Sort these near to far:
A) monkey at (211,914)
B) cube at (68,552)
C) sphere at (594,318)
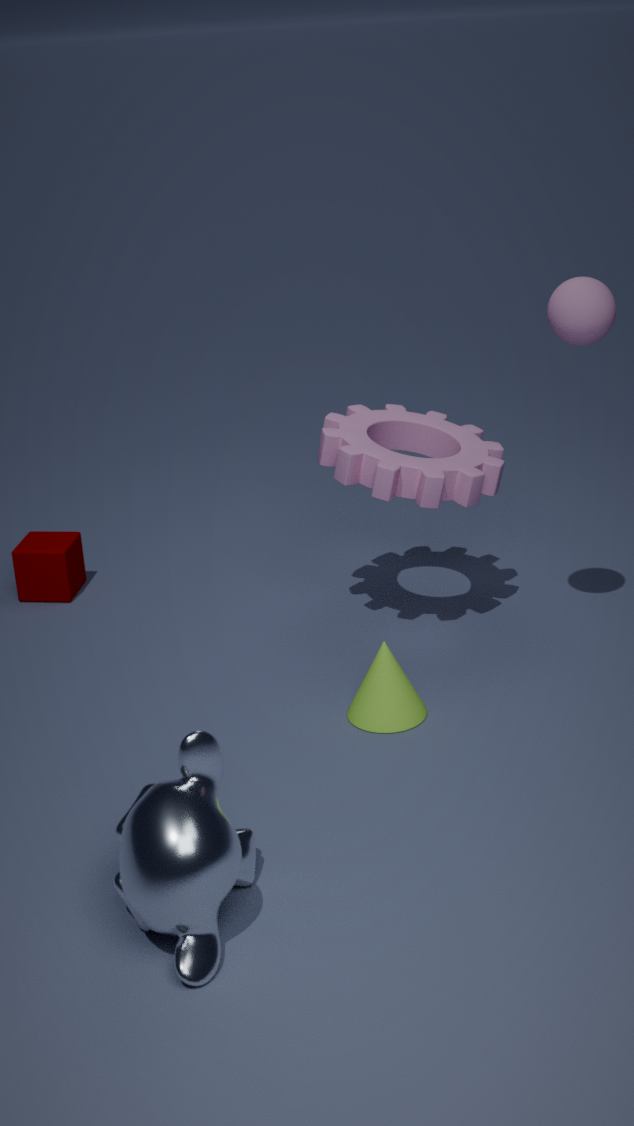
monkey at (211,914) → sphere at (594,318) → cube at (68,552)
